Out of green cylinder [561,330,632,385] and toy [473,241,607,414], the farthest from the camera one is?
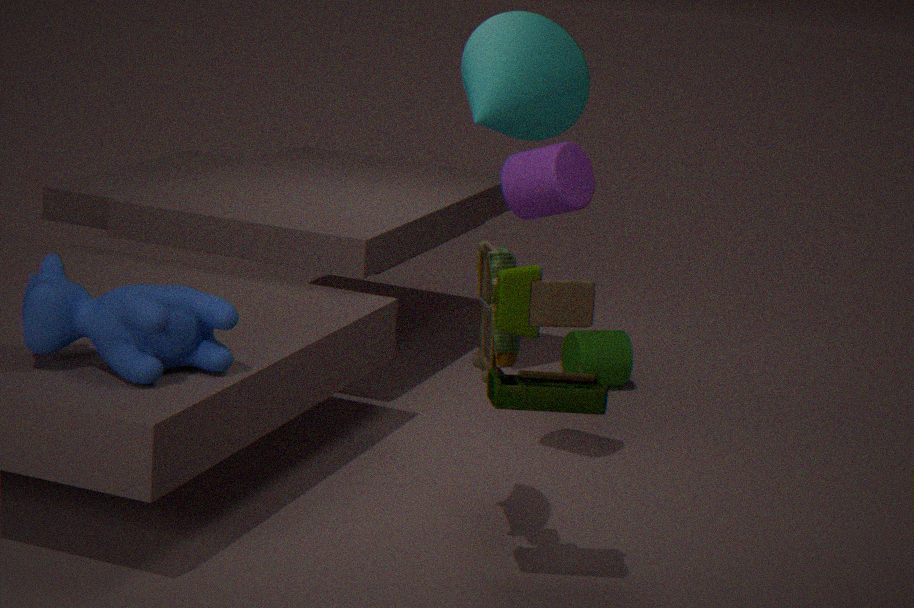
green cylinder [561,330,632,385]
